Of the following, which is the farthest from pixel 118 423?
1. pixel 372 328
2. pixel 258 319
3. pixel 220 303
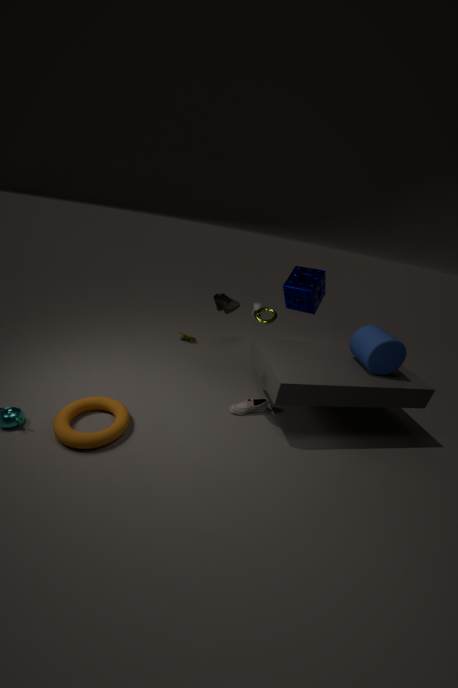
pixel 372 328
